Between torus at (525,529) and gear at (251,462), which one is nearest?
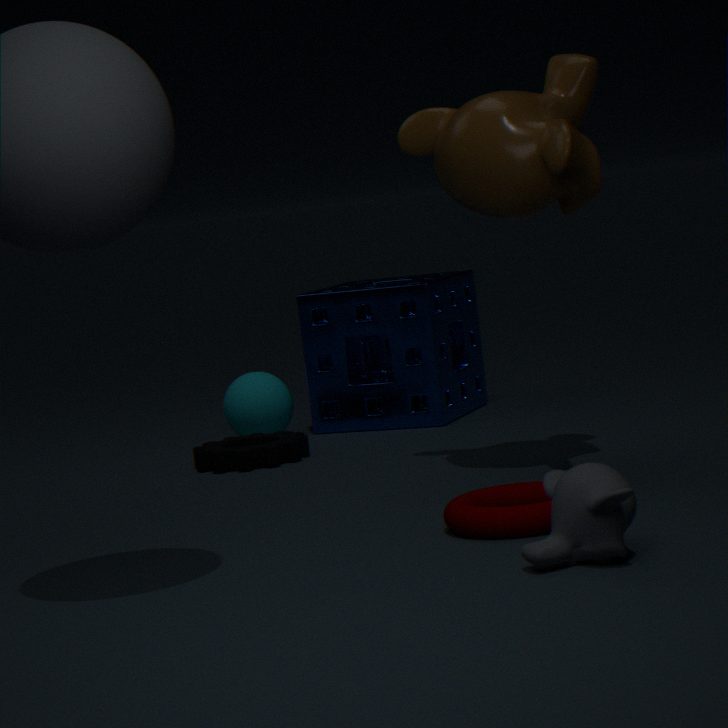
torus at (525,529)
